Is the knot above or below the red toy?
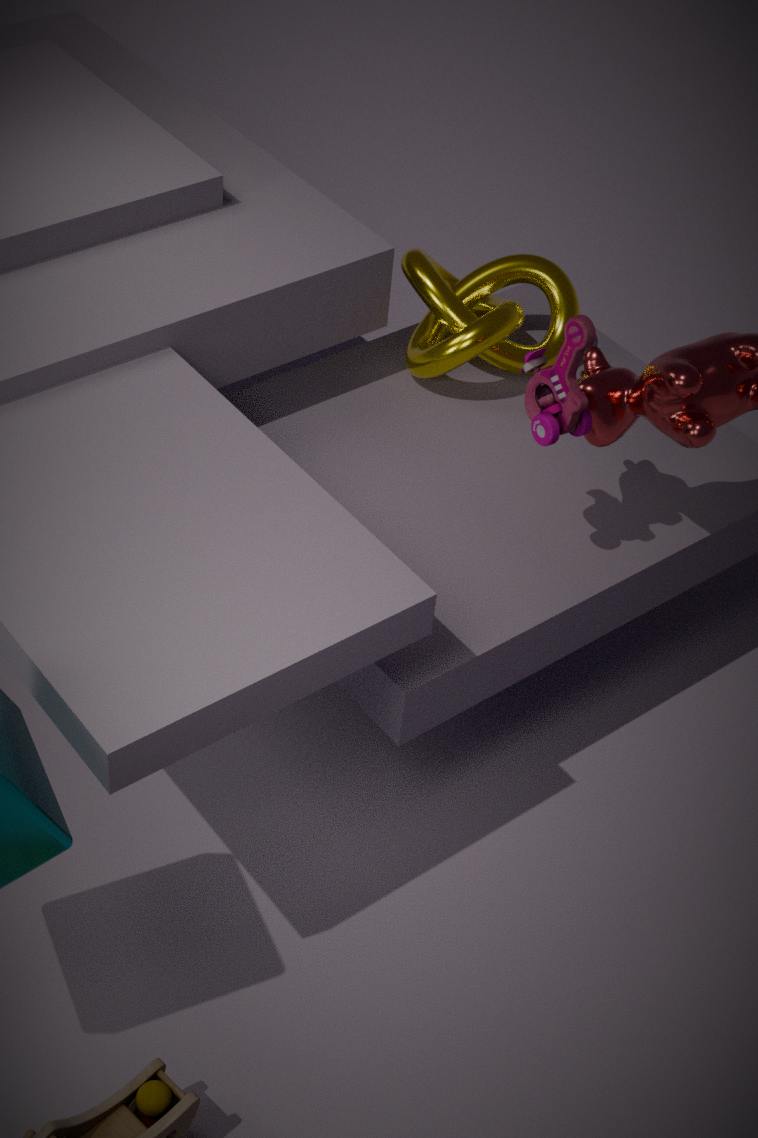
below
